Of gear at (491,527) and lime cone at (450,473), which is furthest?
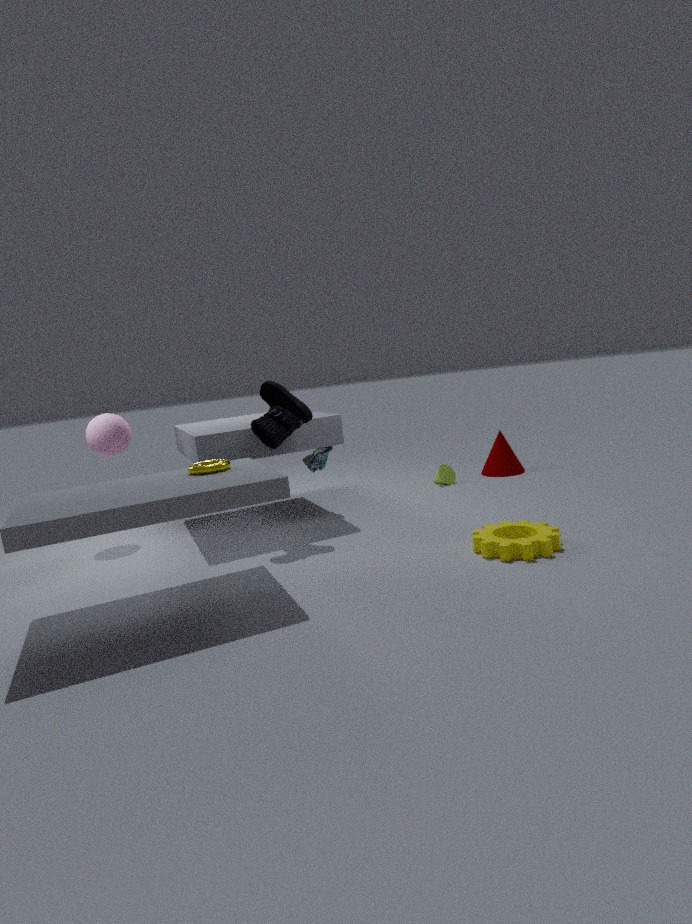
lime cone at (450,473)
